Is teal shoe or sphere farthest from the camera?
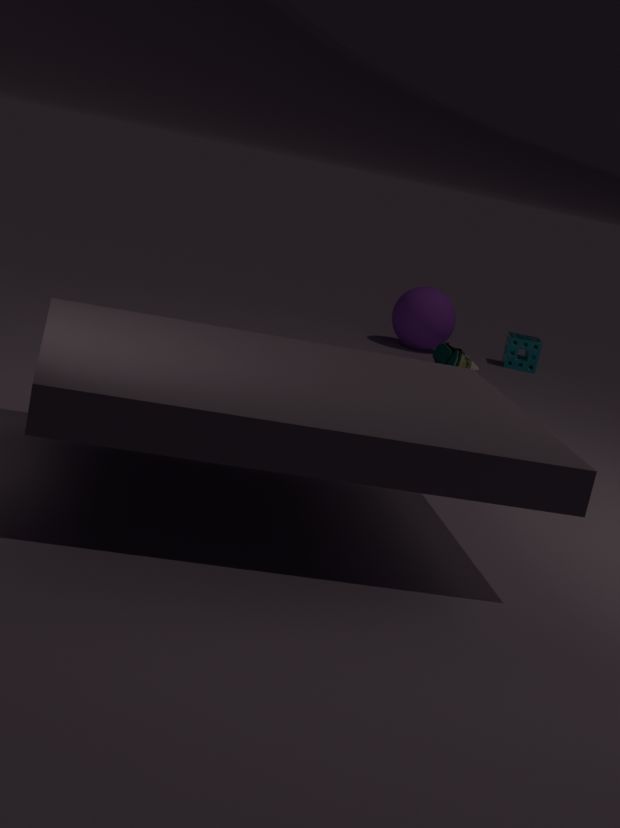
sphere
